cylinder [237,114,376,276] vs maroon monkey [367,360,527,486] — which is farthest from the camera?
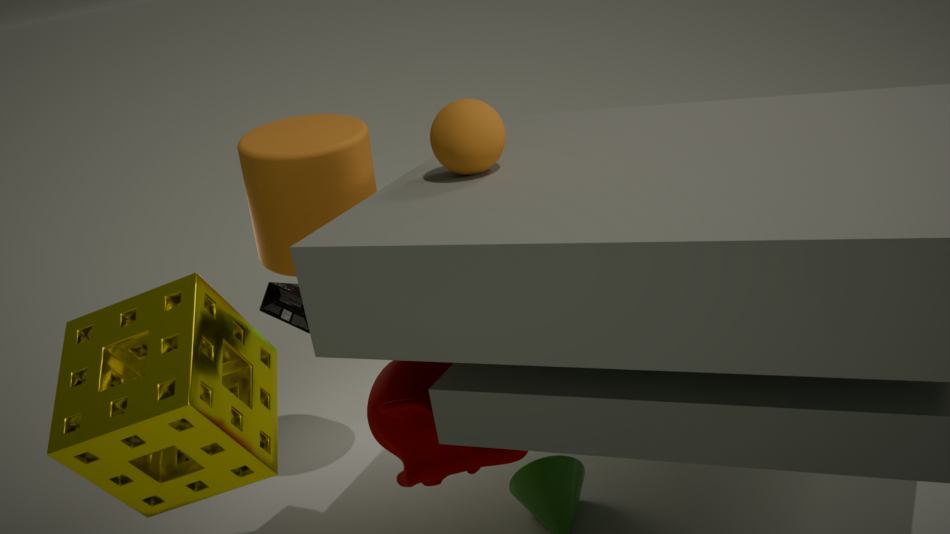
cylinder [237,114,376,276]
